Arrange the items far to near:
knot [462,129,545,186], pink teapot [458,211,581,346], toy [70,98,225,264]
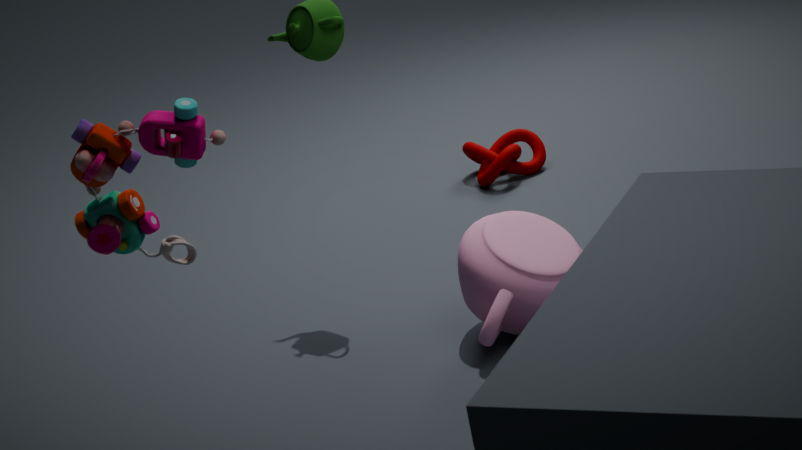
knot [462,129,545,186] → pink teapot [458,211,581,346] → toy [70,98,225,264]
